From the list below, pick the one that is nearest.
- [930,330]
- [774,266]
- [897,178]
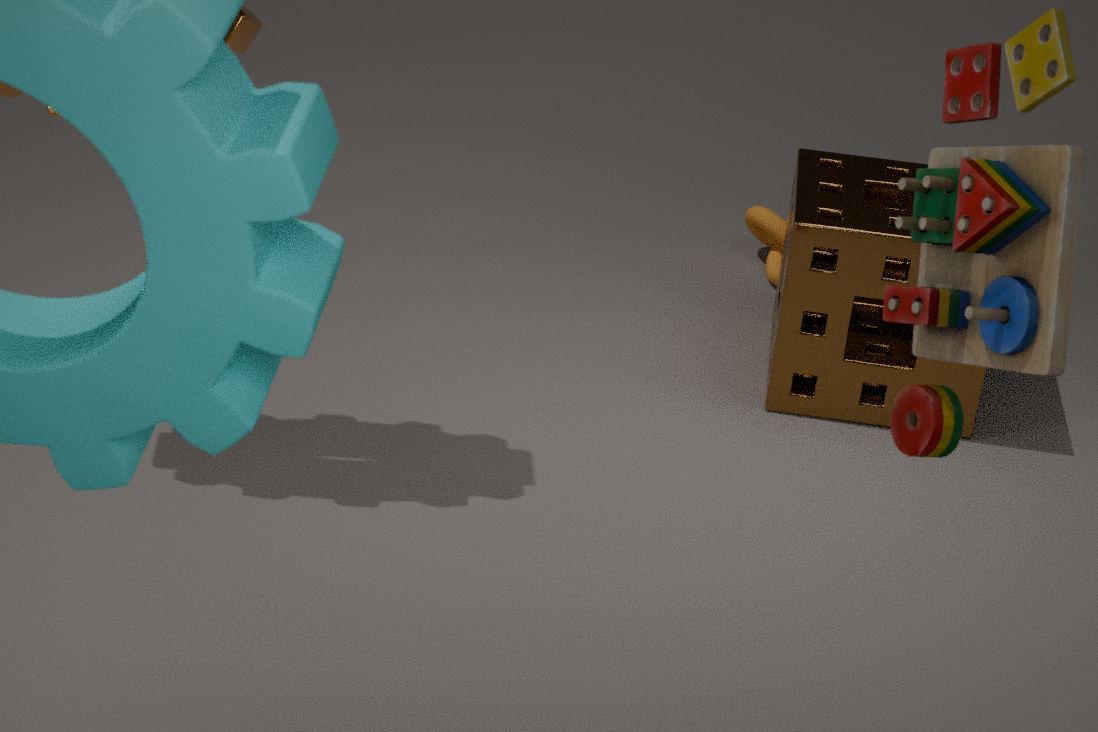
[930,330]
